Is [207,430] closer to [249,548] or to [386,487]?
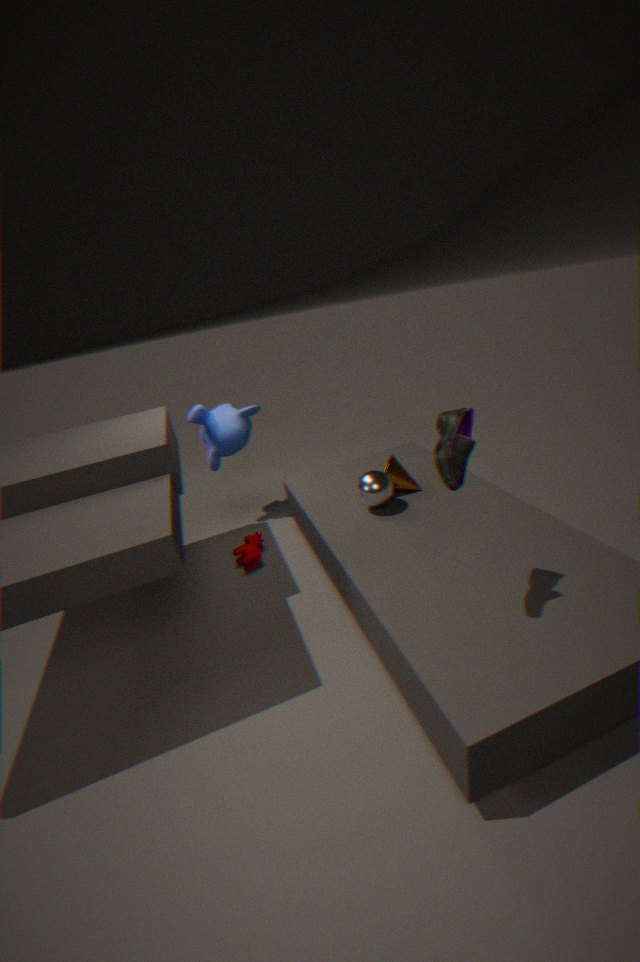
[249,548]
